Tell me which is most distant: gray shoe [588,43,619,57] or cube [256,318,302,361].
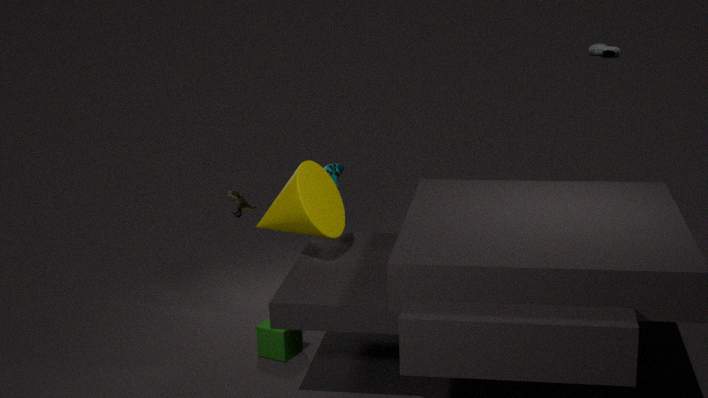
gray shoe [588,43,619,57]
